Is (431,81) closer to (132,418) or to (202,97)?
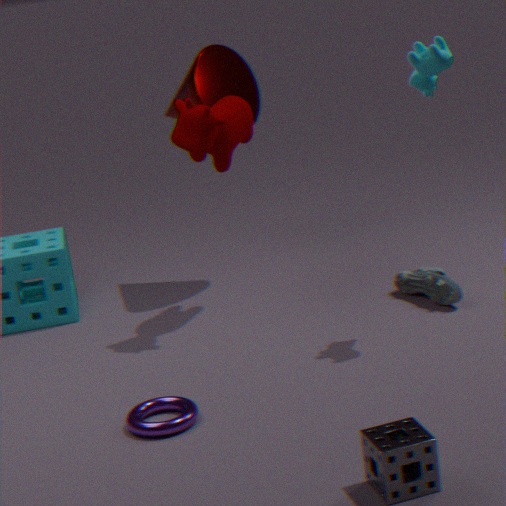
(202,97)
